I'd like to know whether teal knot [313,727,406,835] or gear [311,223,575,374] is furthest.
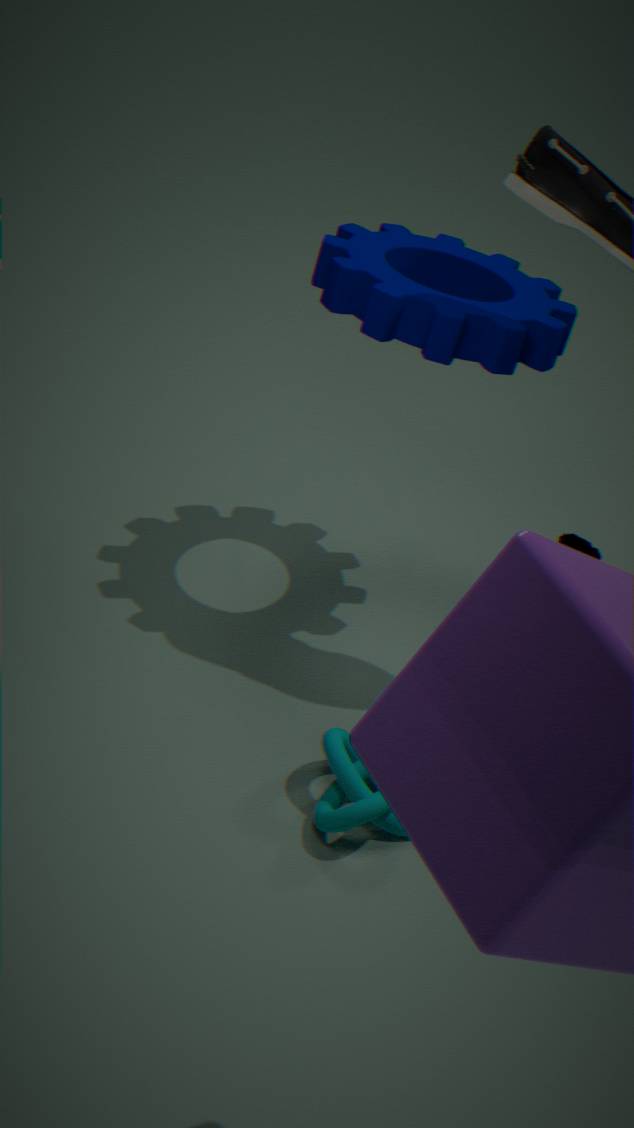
gear [311,223,575,374]
